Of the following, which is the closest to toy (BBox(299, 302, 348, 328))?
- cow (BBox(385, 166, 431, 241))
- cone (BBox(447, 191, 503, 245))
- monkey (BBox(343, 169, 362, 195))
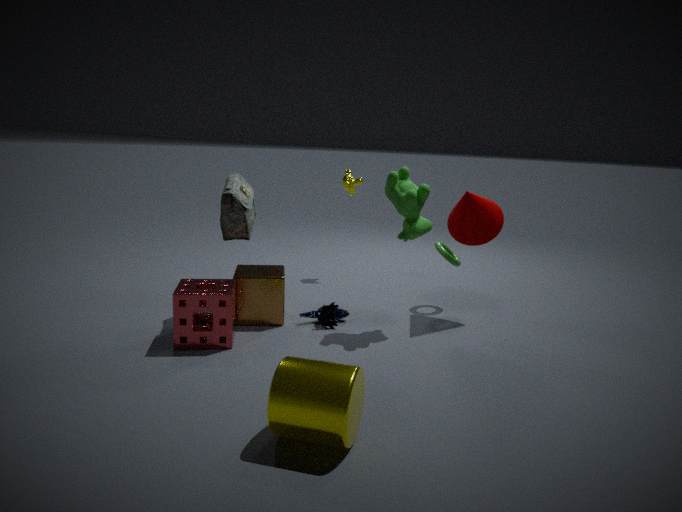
cow (BBox(385, 166, 431, 241))
